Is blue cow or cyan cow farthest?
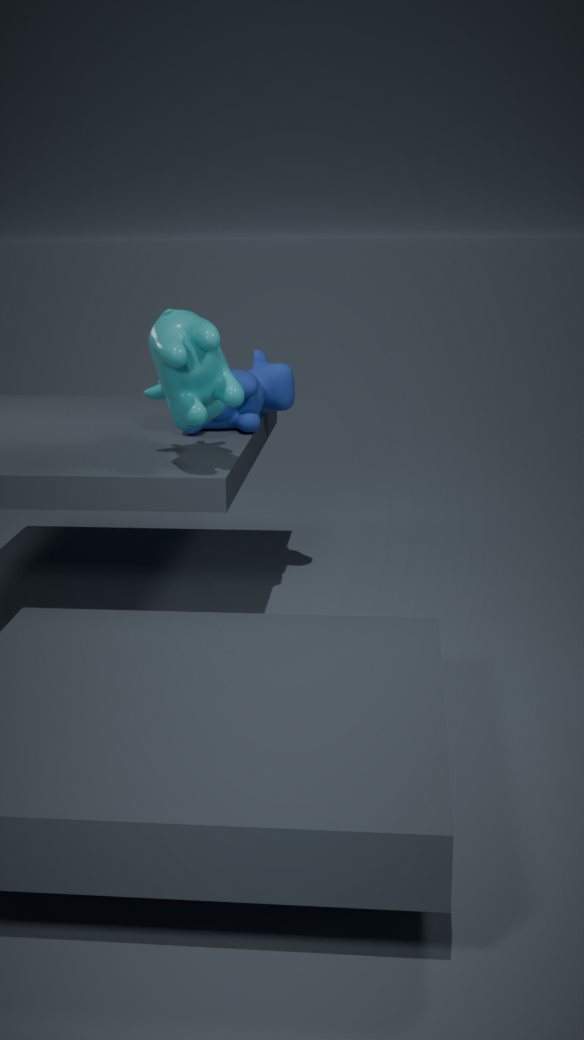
blue cow
